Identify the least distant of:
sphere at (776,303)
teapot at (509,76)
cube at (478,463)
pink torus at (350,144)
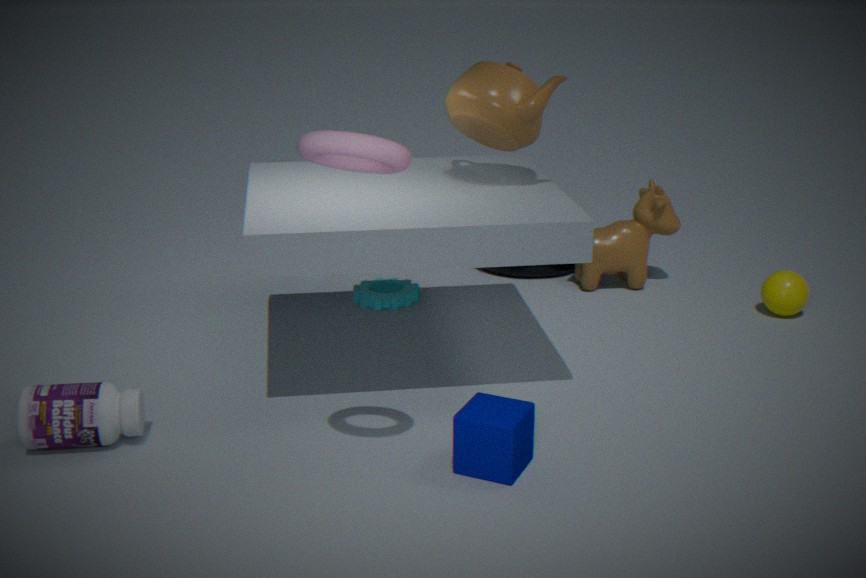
pink torus at (350,144)
